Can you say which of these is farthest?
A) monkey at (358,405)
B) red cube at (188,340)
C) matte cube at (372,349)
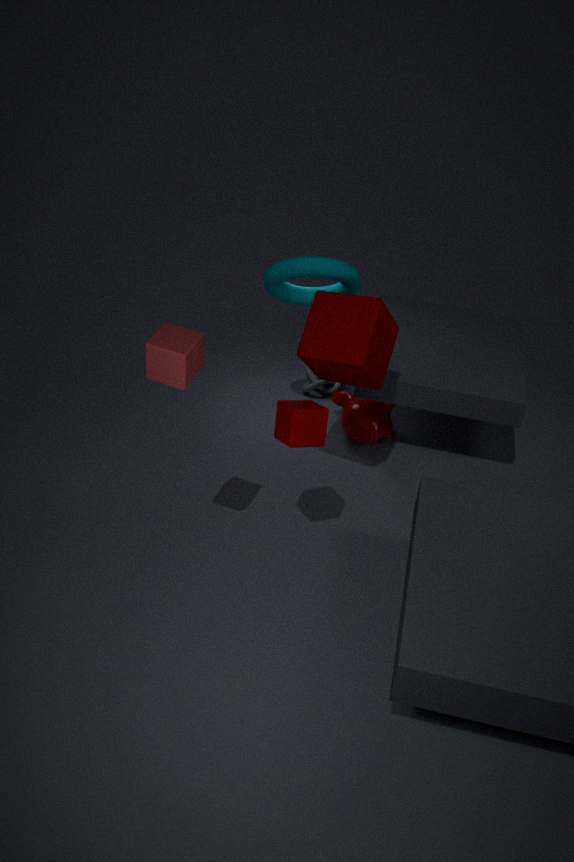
monkey at (358,405)
